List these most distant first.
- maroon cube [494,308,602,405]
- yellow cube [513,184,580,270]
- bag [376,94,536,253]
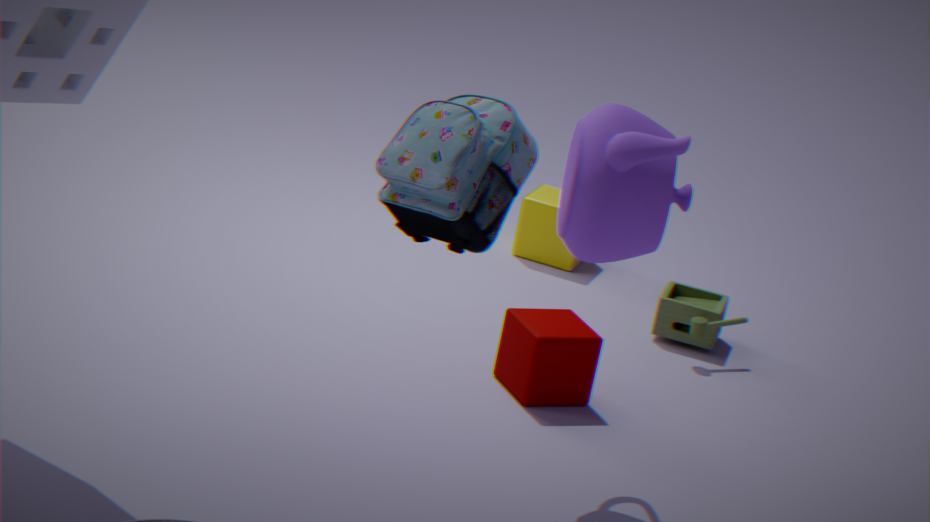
yellow cube [513,184,580,270], maroon cube [494,308,602,405], bag [376,94,536,253]
